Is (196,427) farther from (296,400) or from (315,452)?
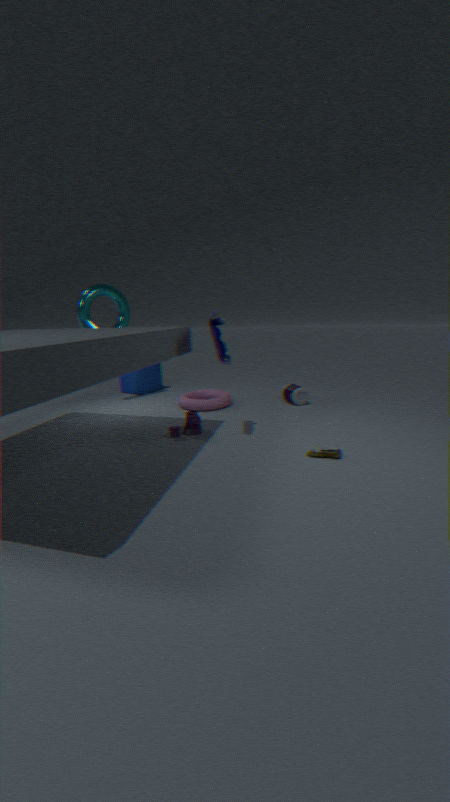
(296,400)
